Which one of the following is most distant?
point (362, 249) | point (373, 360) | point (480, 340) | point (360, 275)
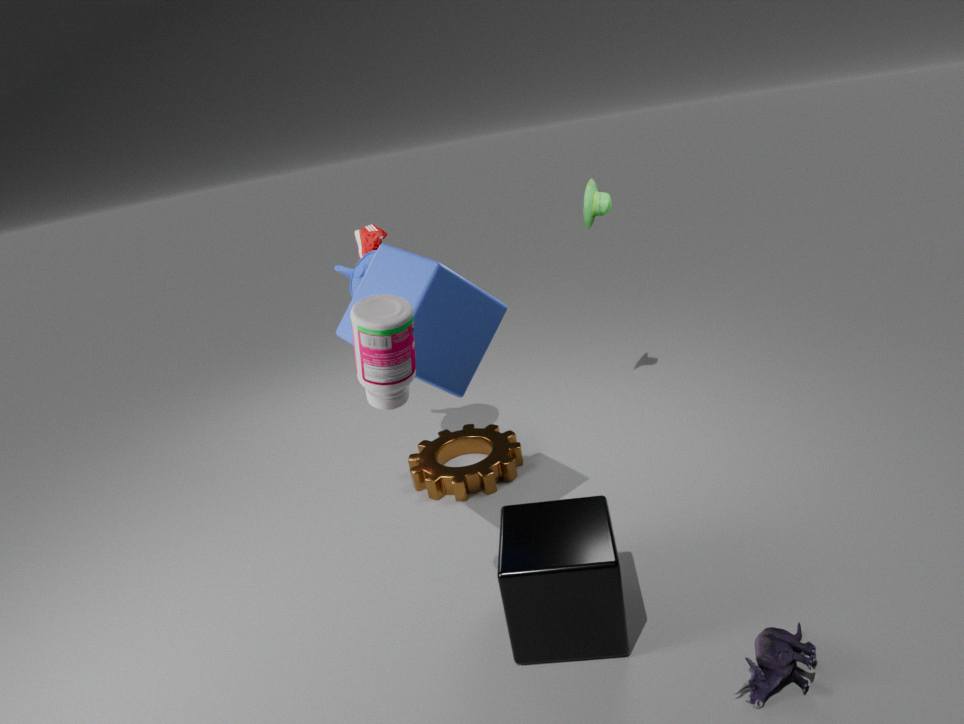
point (362, 249)
